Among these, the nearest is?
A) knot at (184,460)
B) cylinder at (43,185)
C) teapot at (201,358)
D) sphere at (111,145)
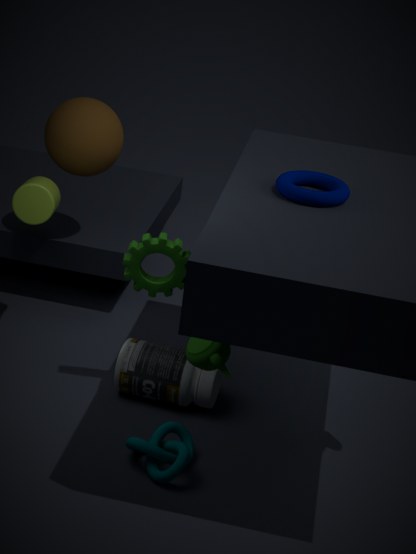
teapot at (201,358)
